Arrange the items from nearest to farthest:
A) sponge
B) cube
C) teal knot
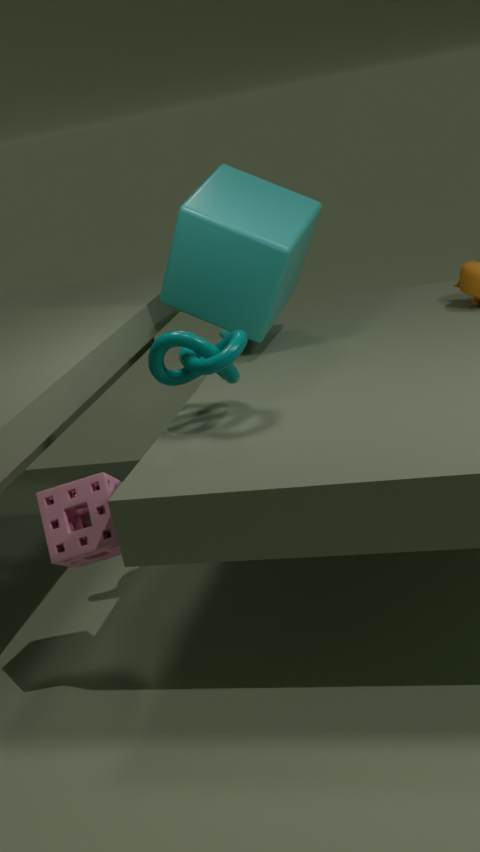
sponge, teal knot, cube
